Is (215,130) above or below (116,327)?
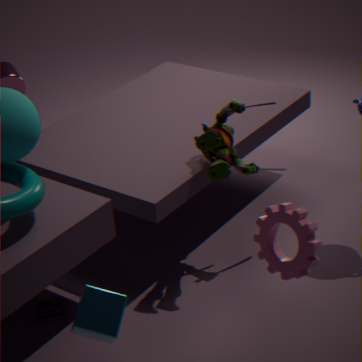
above
